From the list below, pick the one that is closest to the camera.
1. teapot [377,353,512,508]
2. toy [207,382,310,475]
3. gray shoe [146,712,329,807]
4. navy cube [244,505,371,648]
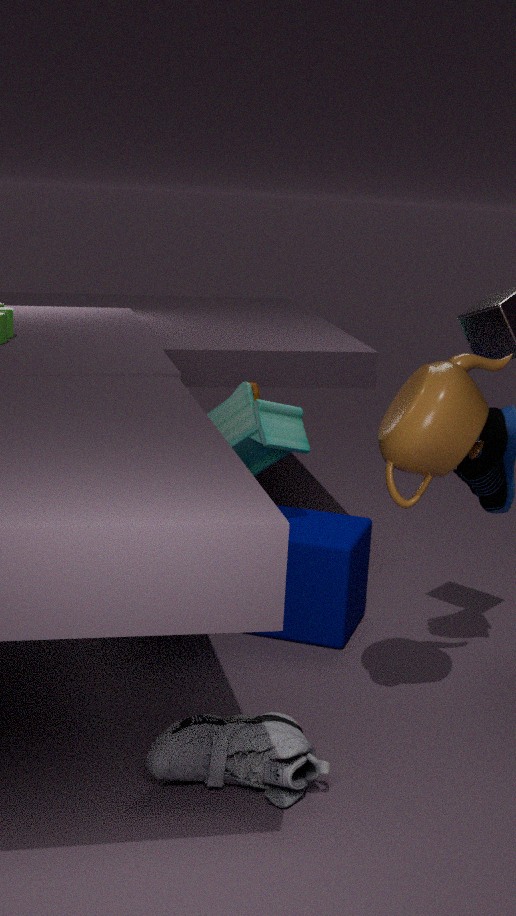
gray shoe [146,712,329,807]
